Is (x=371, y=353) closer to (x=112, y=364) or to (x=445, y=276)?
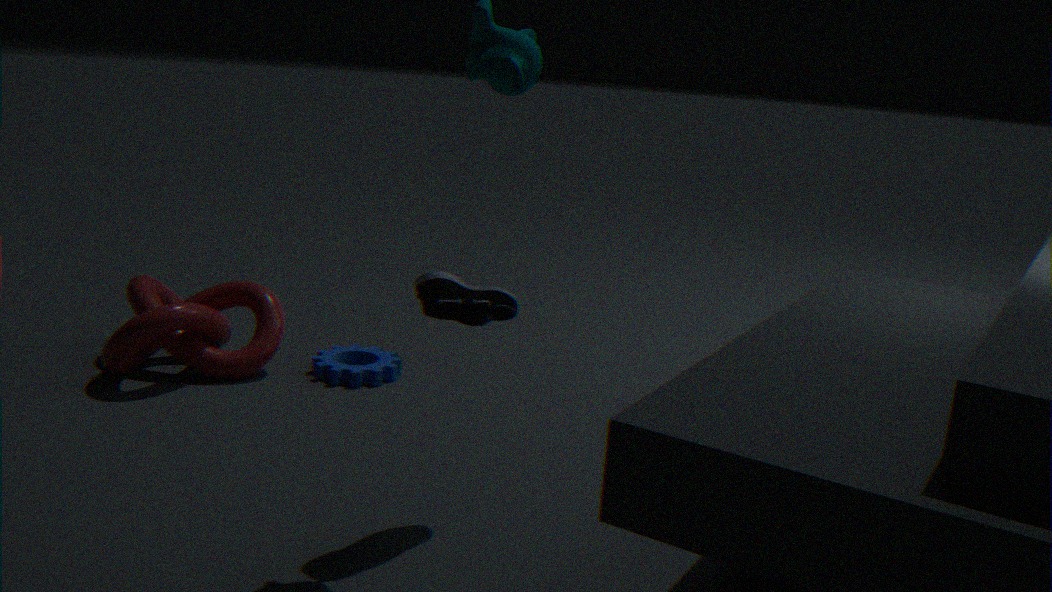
(x=112, y=364)
